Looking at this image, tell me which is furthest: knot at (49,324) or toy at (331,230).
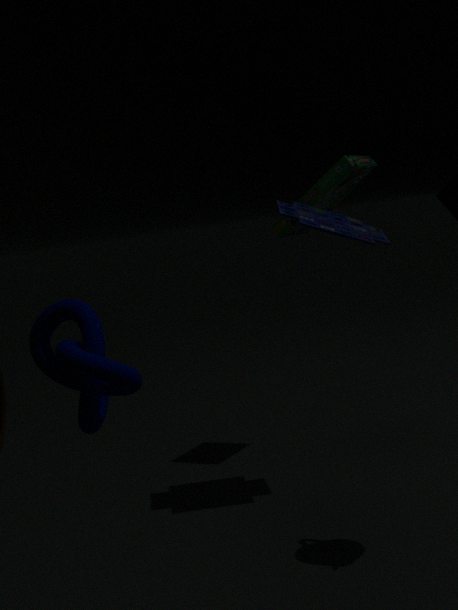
toy at (331,230)
